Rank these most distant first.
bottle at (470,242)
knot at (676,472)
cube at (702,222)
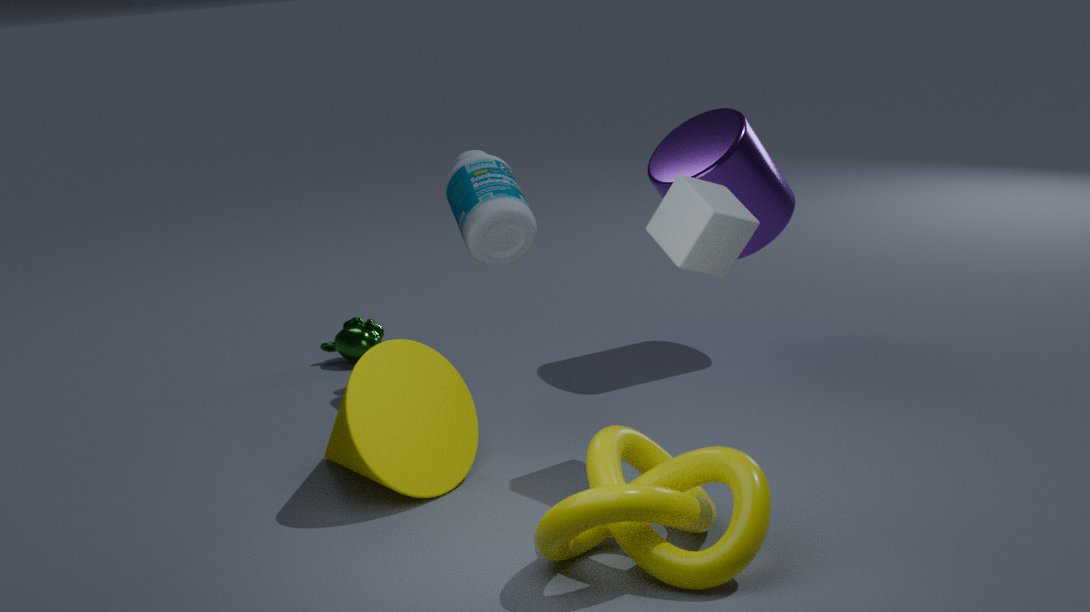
bottle at (470,242) → cube at (702,222) → knot at (676,472)
